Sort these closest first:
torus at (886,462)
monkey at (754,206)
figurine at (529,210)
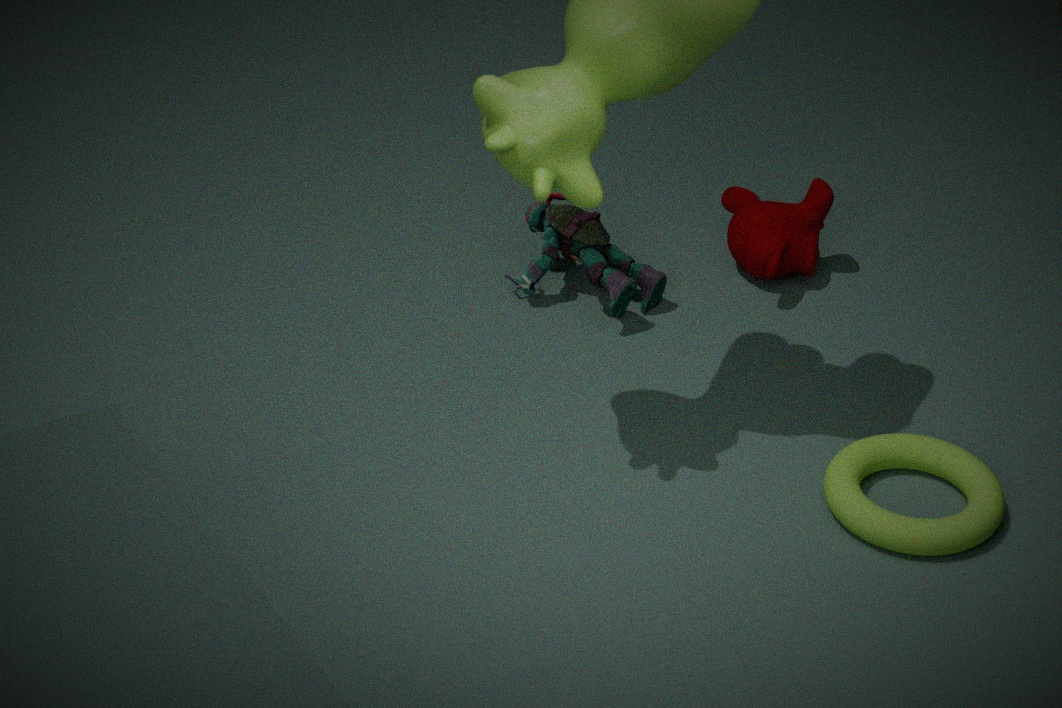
1. torus at (886,462)
2. figurine at (529,210)
3. monkey at (754,206)
